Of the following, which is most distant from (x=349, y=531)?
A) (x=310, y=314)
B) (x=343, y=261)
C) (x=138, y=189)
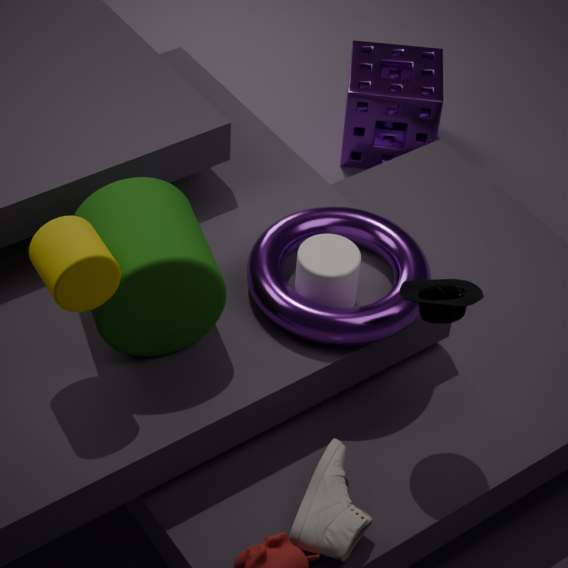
(x=138, y=189)
